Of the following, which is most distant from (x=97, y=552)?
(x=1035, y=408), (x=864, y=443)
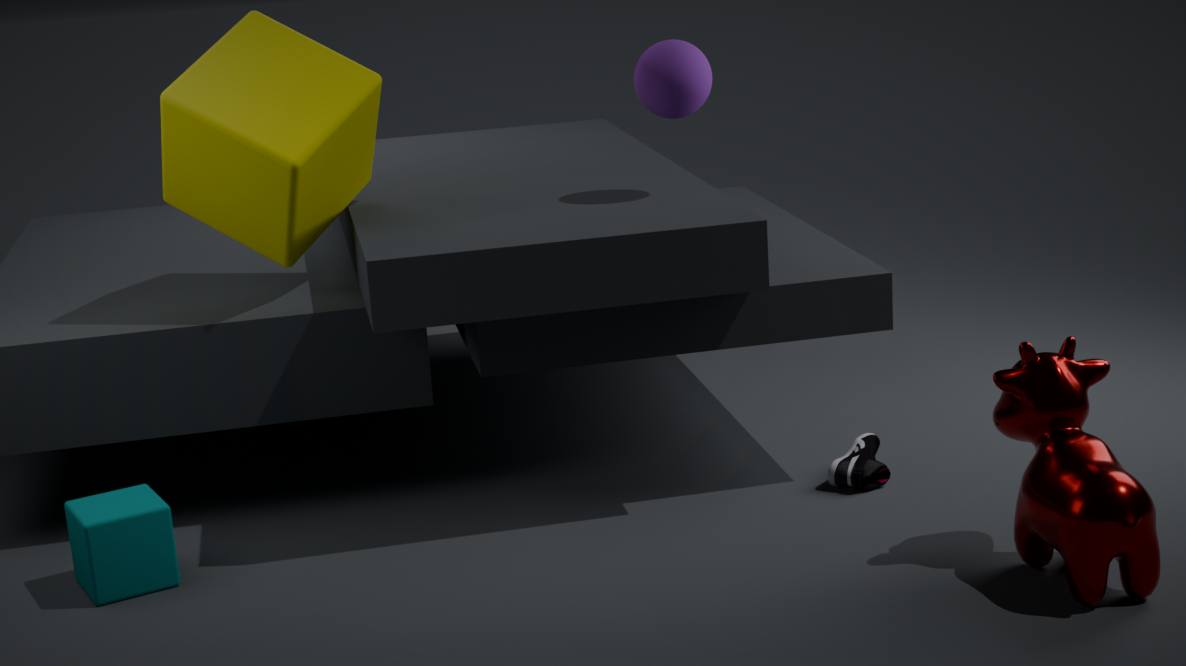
(x=1035, y=408)
